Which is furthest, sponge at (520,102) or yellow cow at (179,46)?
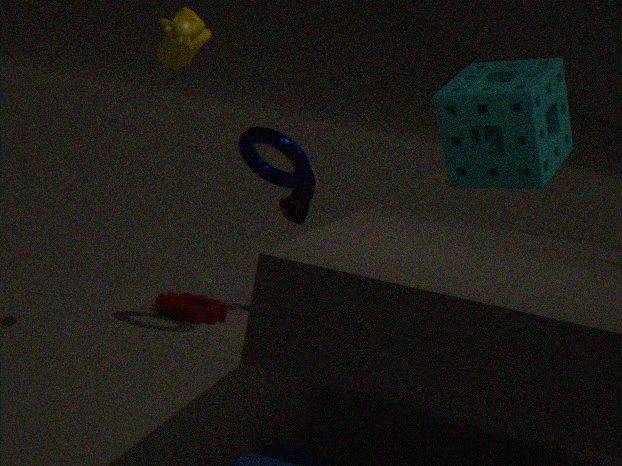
sponge at (520,102)
